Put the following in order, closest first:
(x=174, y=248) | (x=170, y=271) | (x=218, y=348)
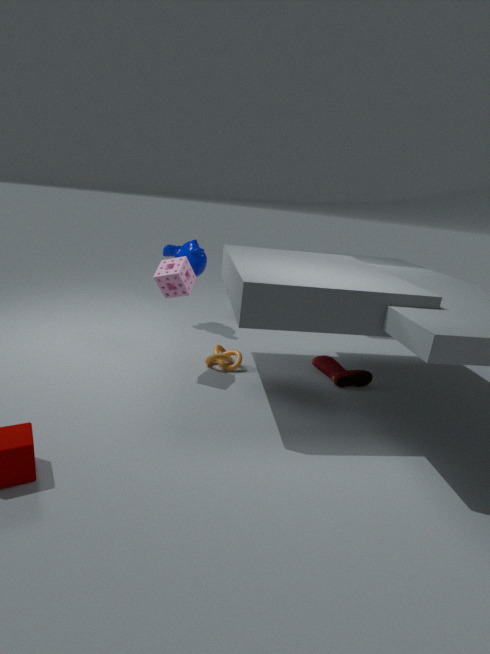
(x=170, y=271)
(x=218, y=348)
(x=174, y=248)
